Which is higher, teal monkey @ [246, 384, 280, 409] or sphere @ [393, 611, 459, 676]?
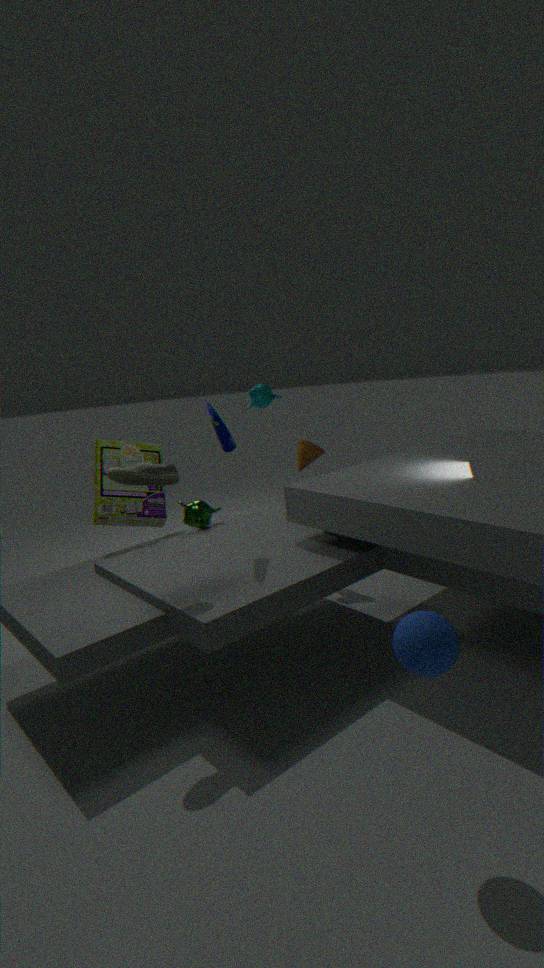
teal monkey @ [246, 384, 280, 409]
